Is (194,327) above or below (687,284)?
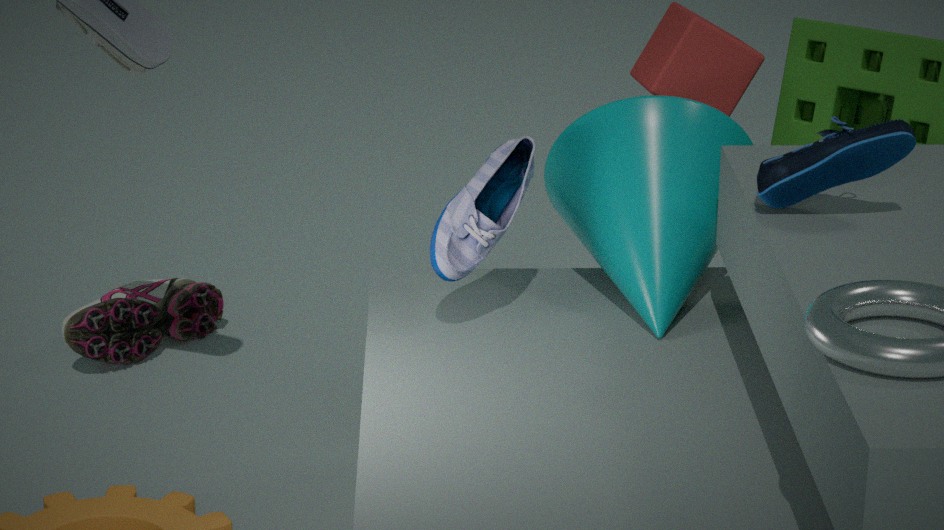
below
